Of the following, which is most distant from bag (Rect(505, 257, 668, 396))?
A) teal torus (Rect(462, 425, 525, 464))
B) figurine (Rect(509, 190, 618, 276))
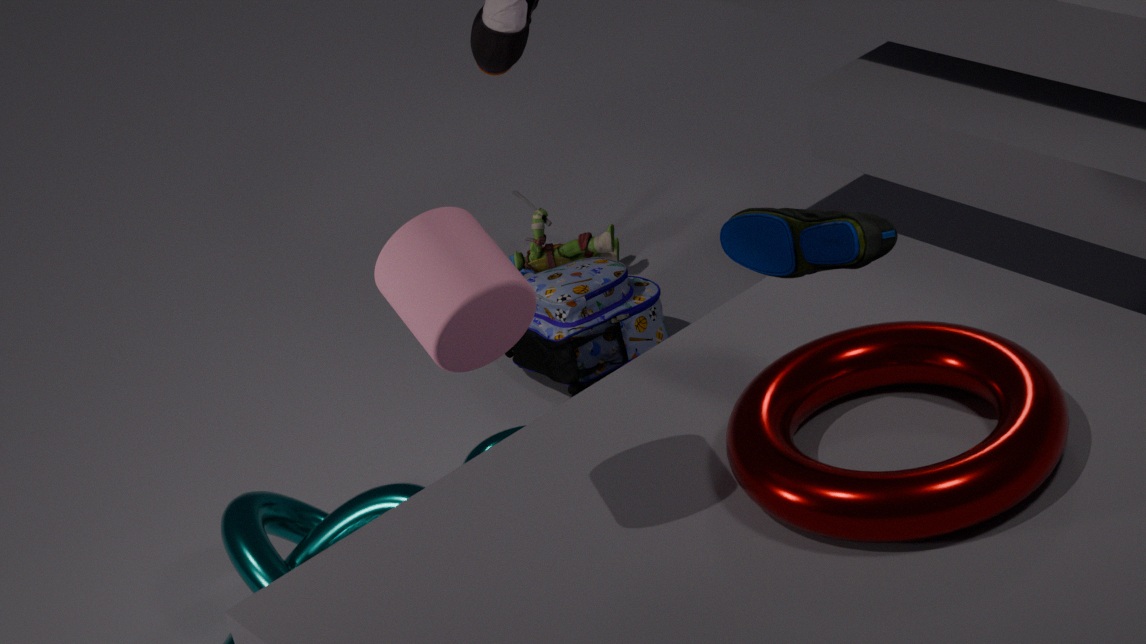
figurine (Rect(509, 190, 618, 276))
